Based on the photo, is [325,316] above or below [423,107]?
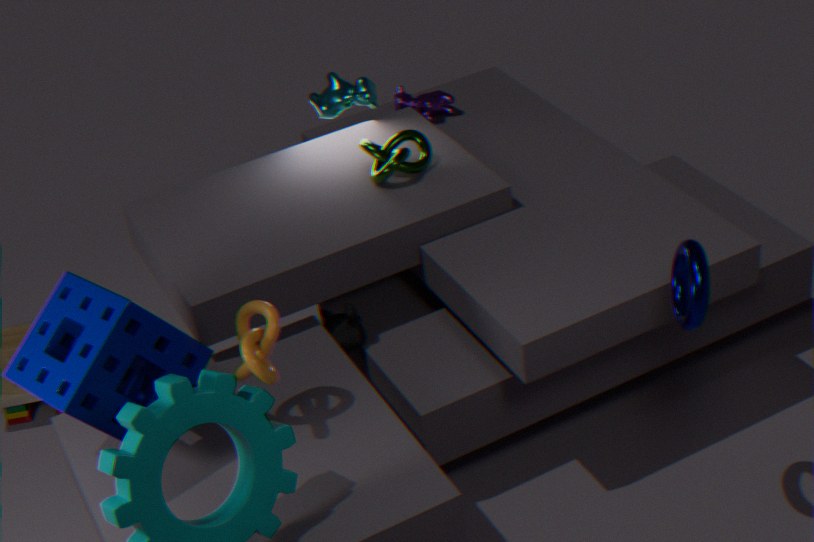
below
